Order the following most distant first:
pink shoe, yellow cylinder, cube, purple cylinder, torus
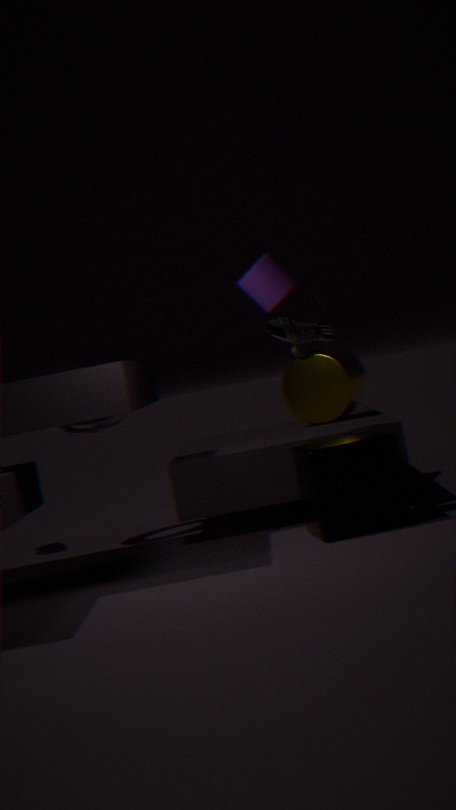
yellow cylinder → torus → pink shoe → purple cylinder → cube
